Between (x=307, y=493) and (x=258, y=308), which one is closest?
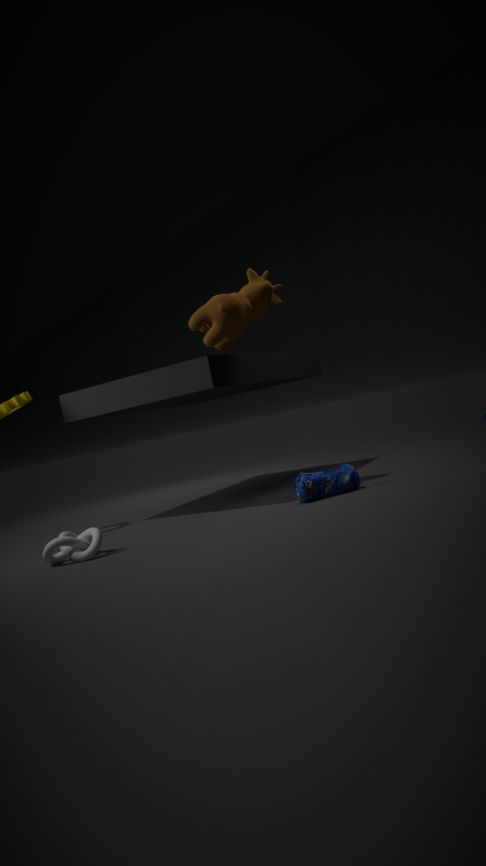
(x=307, y=493)
